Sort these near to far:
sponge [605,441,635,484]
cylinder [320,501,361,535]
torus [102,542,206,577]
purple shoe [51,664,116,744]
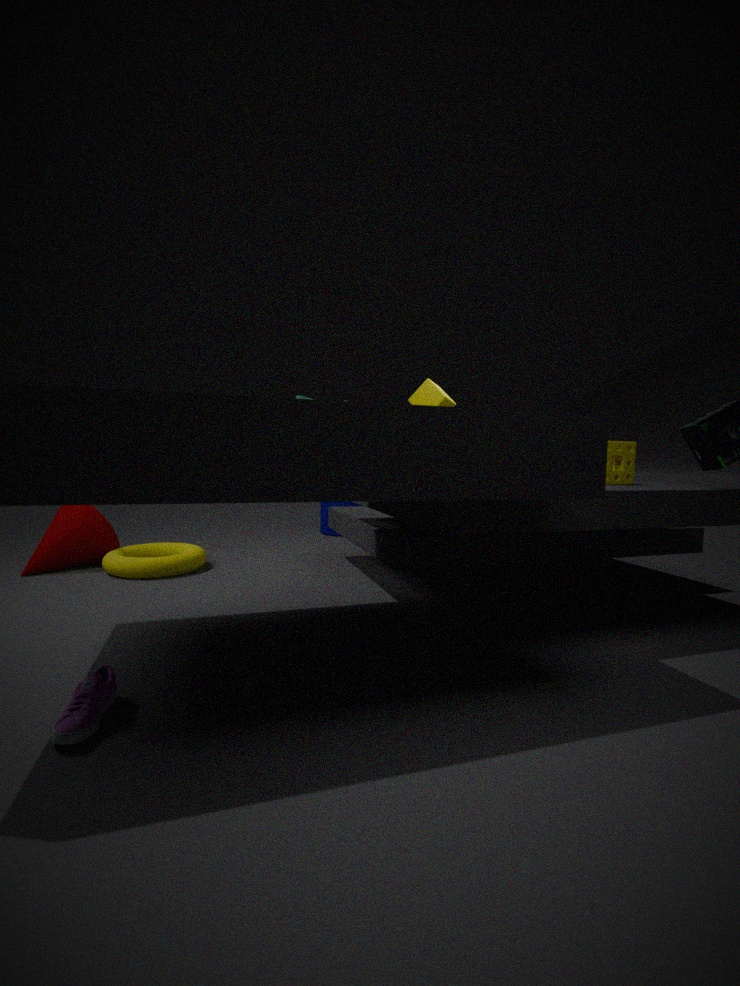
Result: purple shoe [51,664,116,744] < sponge [605,441,635,484] < torus [102,542,206,577] < cylinder [320,501,361,535]
